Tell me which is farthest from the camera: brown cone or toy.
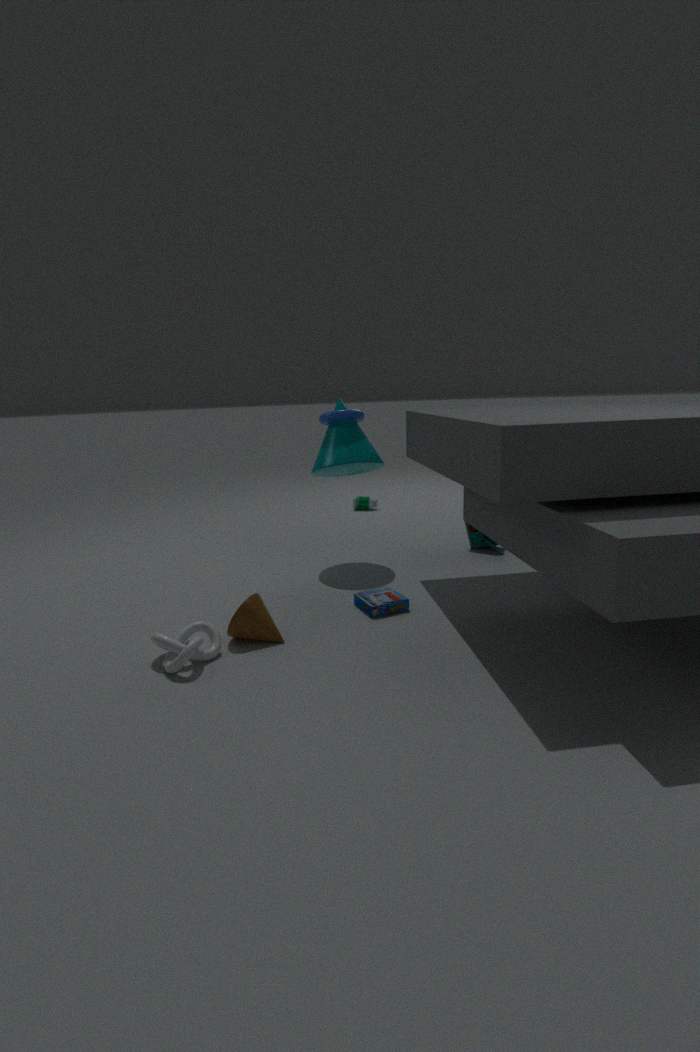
toy
